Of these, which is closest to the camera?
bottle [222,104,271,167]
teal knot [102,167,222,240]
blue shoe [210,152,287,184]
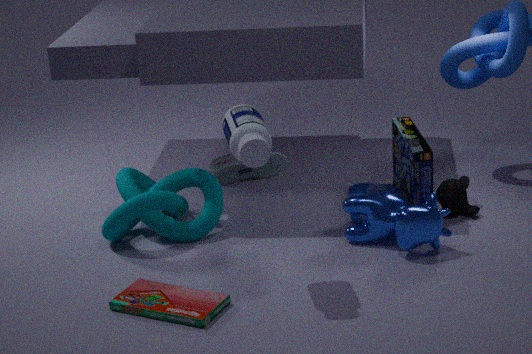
Answer: bottle [222,104,271,167]
